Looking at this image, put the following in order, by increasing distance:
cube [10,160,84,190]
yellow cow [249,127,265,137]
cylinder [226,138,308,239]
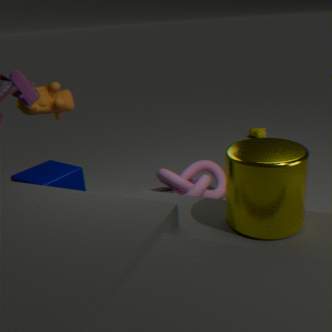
cylinder [226,138,308,239]
cube [10,160,84,190]
yellow cow [249,127,265,137]
